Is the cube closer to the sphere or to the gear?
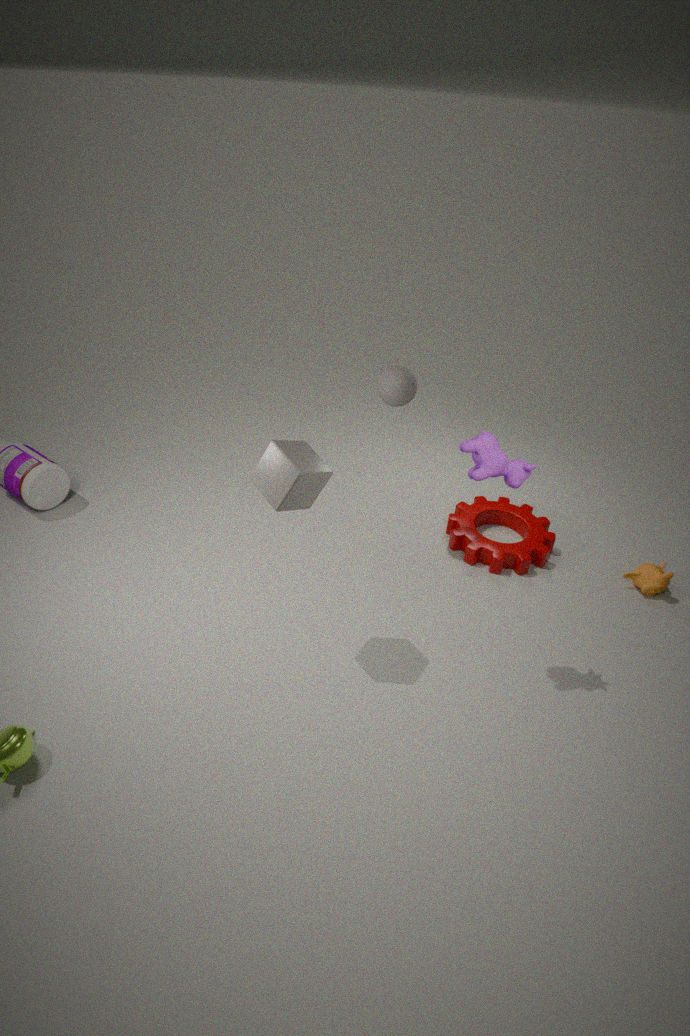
the sphere
